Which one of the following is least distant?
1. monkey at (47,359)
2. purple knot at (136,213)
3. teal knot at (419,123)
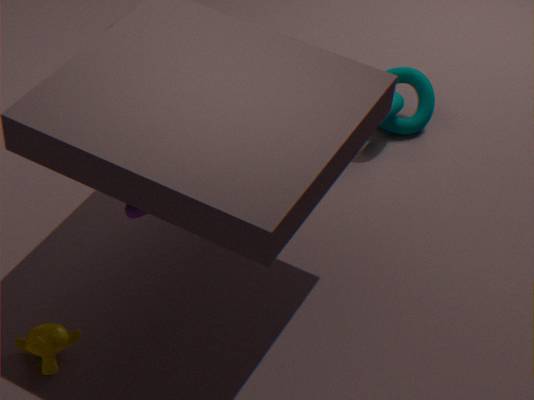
purple knot at (136,213)
